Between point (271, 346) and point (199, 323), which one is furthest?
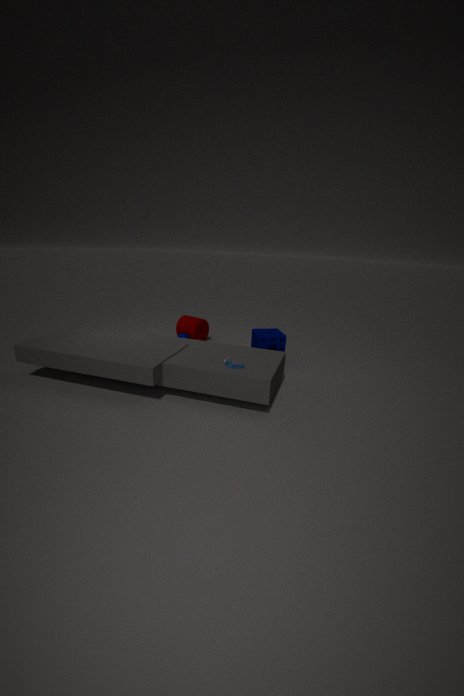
point (199, 323)
